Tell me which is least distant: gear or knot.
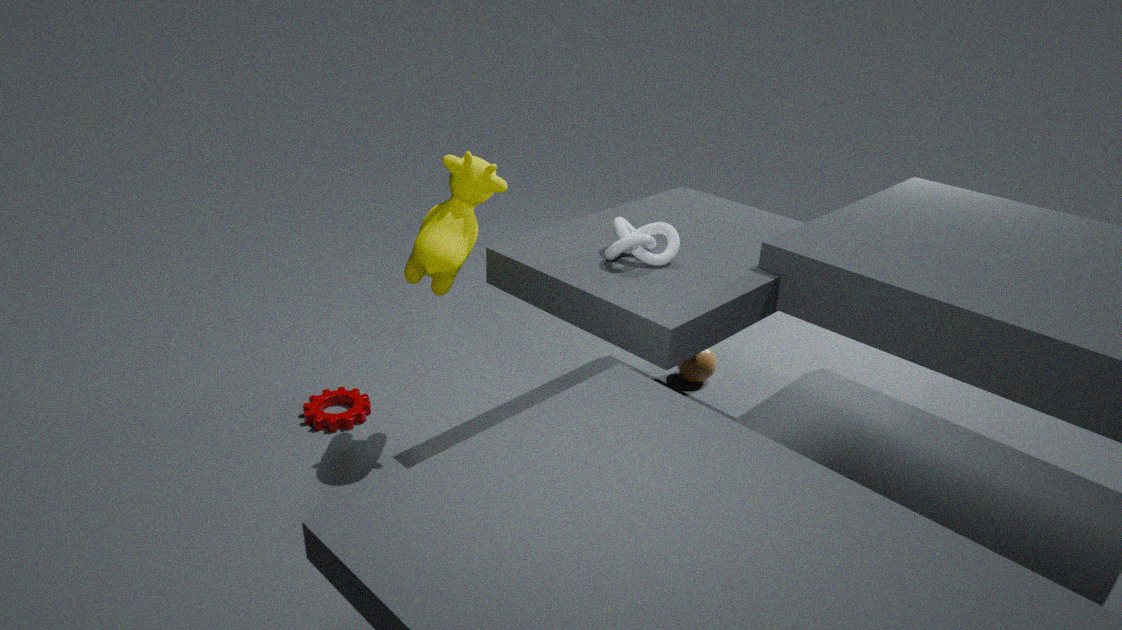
knot
